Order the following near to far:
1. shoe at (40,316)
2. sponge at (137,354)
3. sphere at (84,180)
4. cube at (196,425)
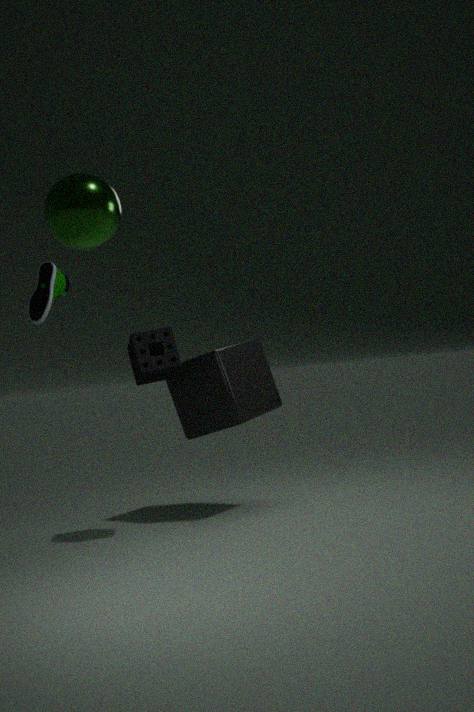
sphere at (84,180) < sponge at (137,354) < shoe at (40,316) < cube at (196,425)
